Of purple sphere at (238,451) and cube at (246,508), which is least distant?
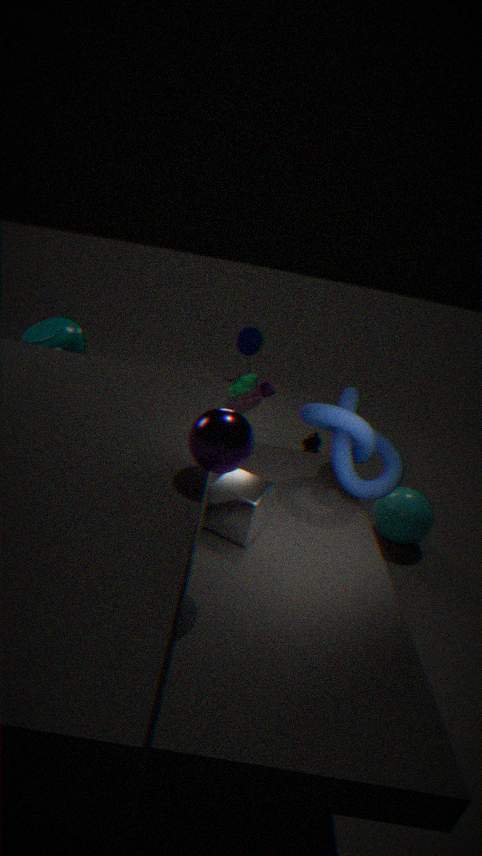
purple sphere at (238,451)
